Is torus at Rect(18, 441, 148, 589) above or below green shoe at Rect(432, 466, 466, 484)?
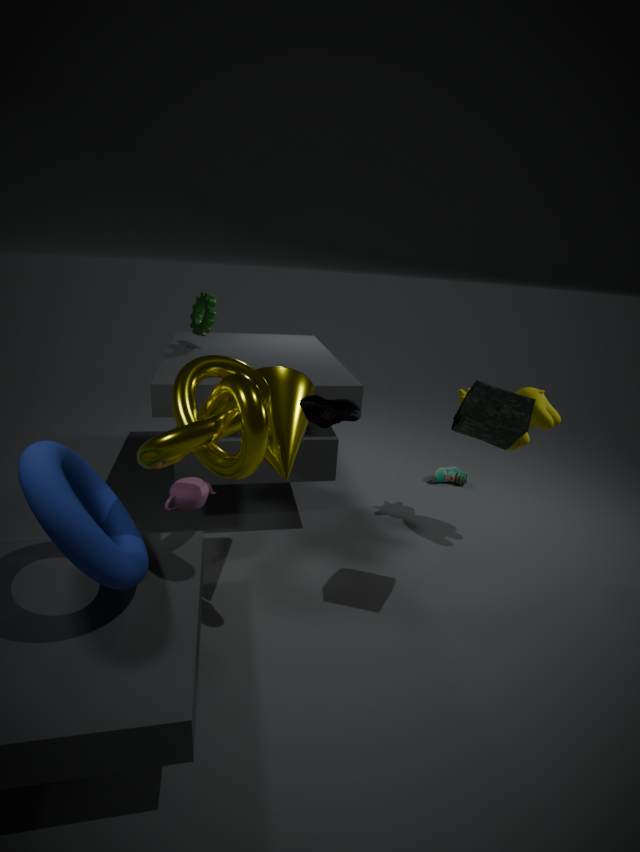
above
